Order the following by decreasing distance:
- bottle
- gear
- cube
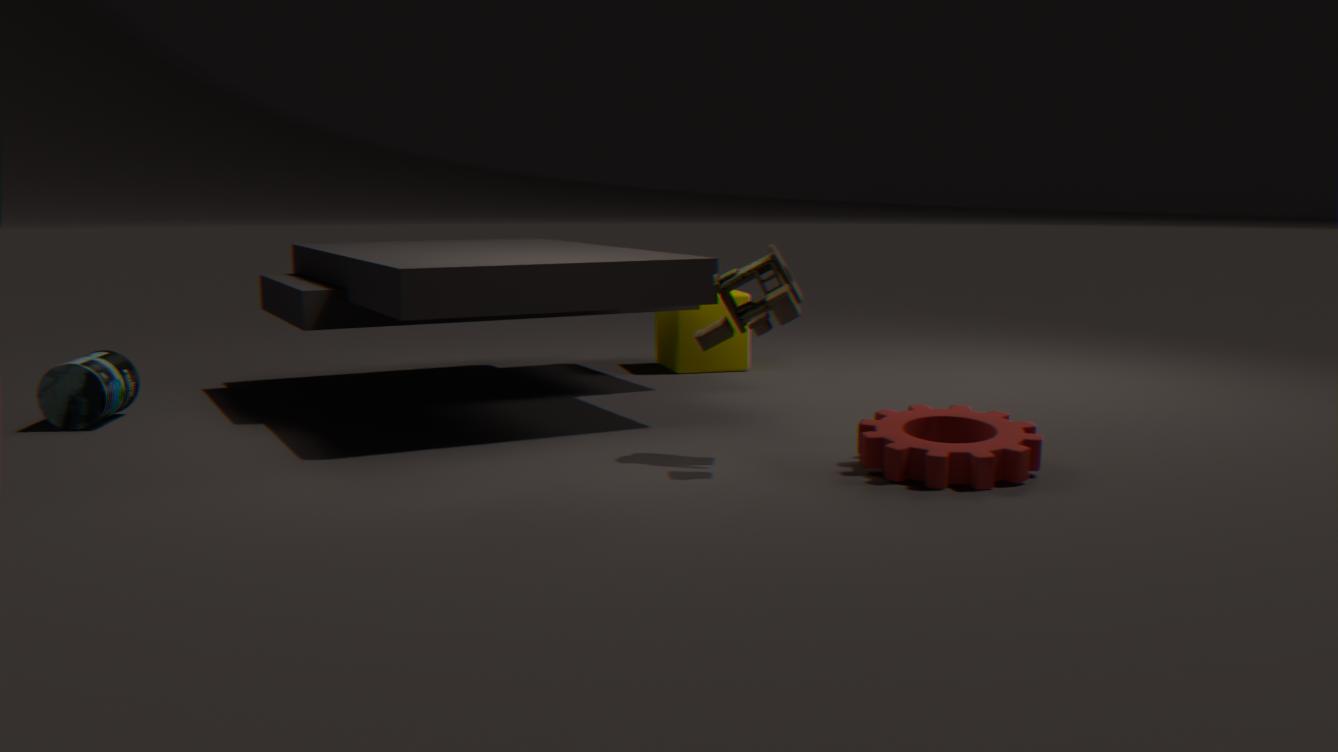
cube, bottle, gear
